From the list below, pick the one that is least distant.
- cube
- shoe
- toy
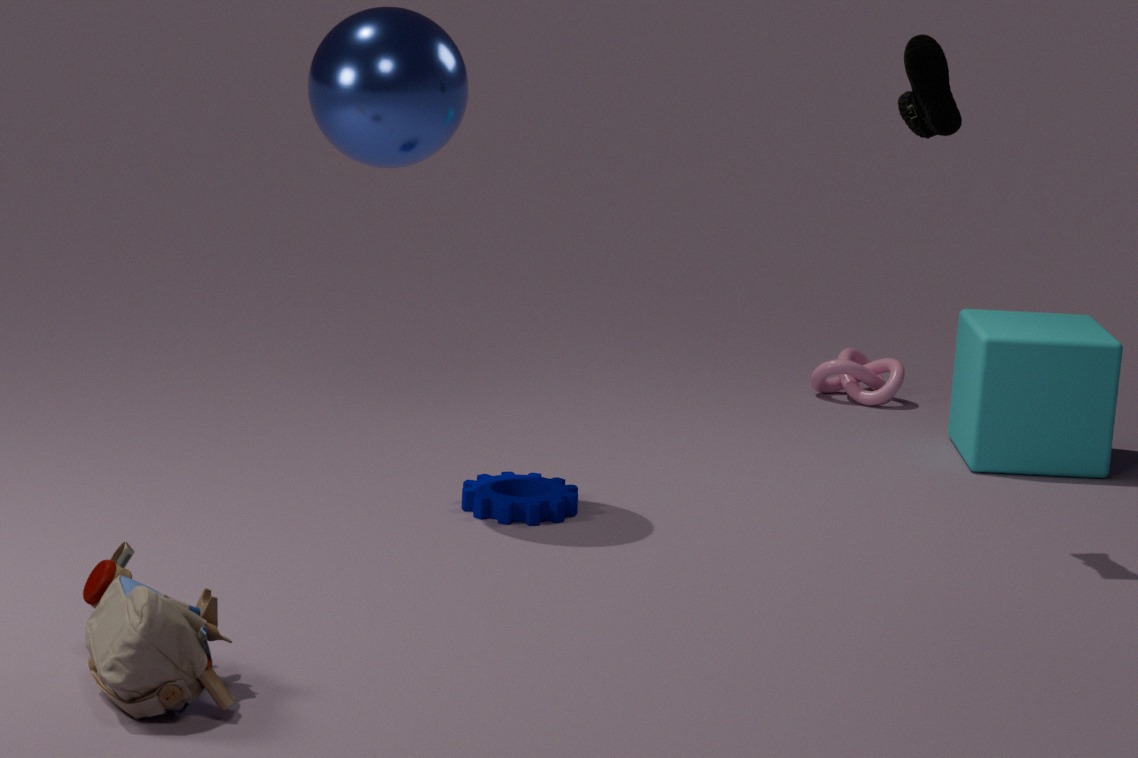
toy
